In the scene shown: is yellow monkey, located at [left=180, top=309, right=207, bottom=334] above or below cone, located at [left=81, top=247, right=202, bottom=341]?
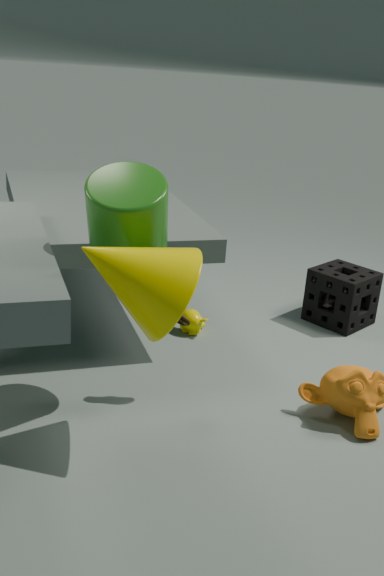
below
